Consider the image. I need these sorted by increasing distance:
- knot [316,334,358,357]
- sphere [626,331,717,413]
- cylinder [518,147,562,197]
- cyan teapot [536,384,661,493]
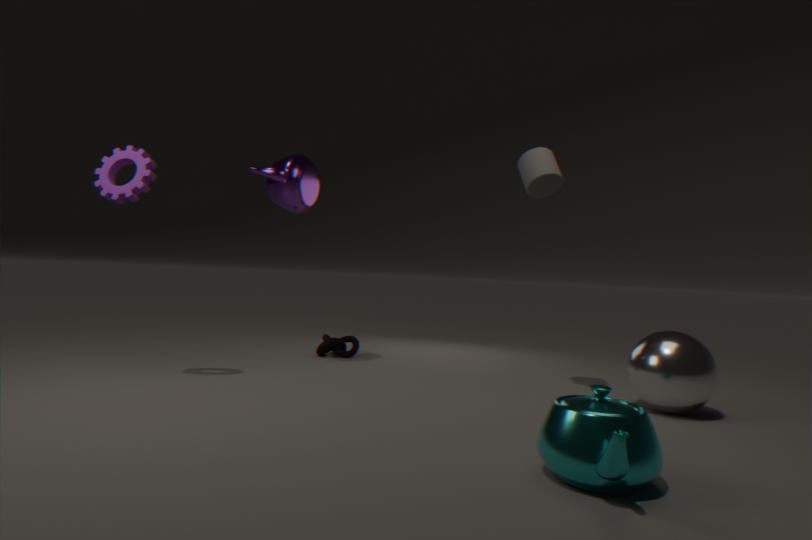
cyan teapot [536,384,661,493] < sphere [626,331,717,413] < cylinder [518,147,562,197] < knot [316,334,358,357]
